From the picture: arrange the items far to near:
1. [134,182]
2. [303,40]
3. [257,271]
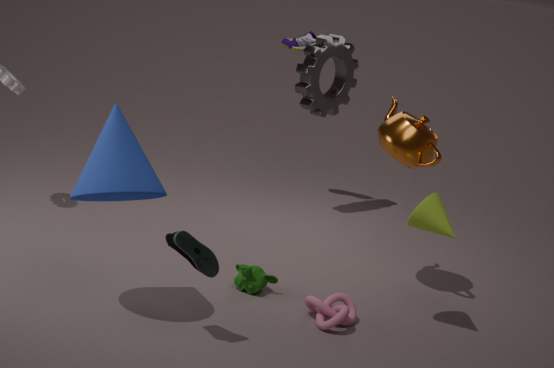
[303,40], [257,271], [134,182]
